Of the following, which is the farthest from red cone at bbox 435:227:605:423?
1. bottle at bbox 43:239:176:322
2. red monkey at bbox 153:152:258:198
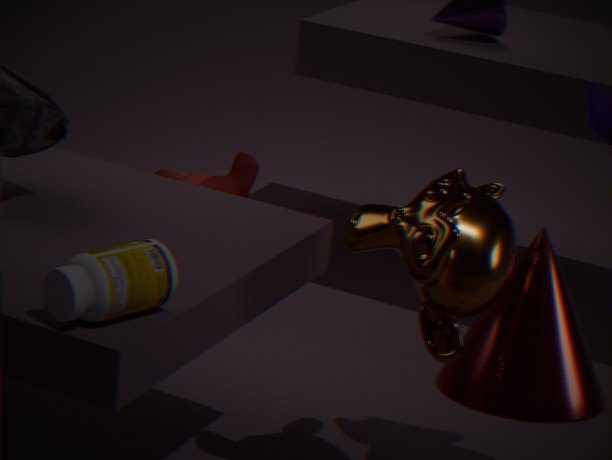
red monkey at bbox 153:152:258:198
